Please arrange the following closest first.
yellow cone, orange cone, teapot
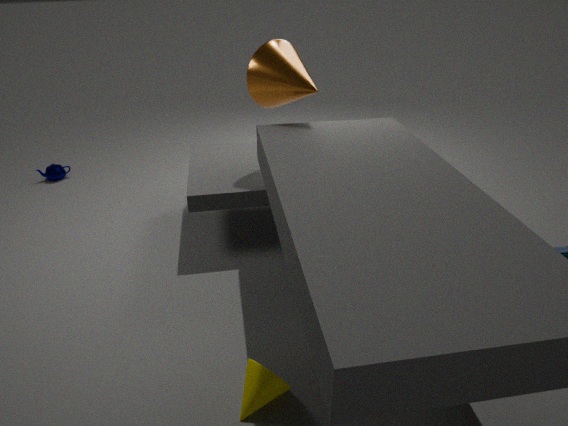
yellow cone, orange cone, teapot
